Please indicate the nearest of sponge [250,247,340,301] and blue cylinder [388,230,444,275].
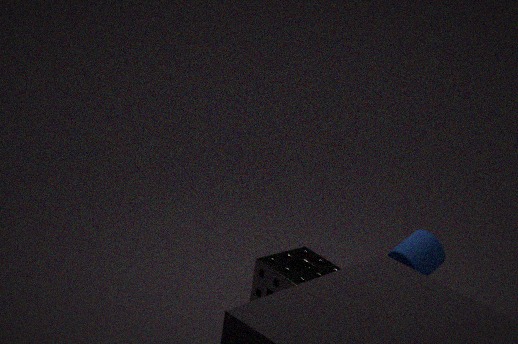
blue cylinder [388,230,444,275]
